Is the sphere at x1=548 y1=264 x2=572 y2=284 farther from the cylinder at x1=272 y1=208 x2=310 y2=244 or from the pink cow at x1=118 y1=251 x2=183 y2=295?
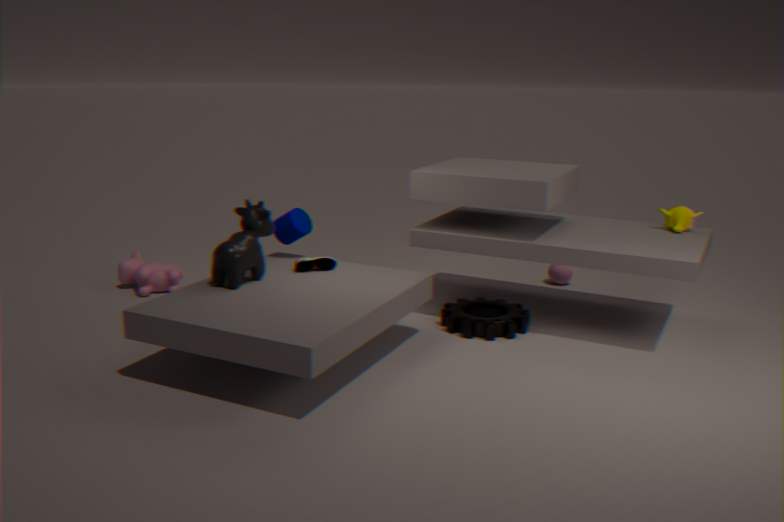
the pink cow at x1=118 y1=251 x2=183 y2=295
